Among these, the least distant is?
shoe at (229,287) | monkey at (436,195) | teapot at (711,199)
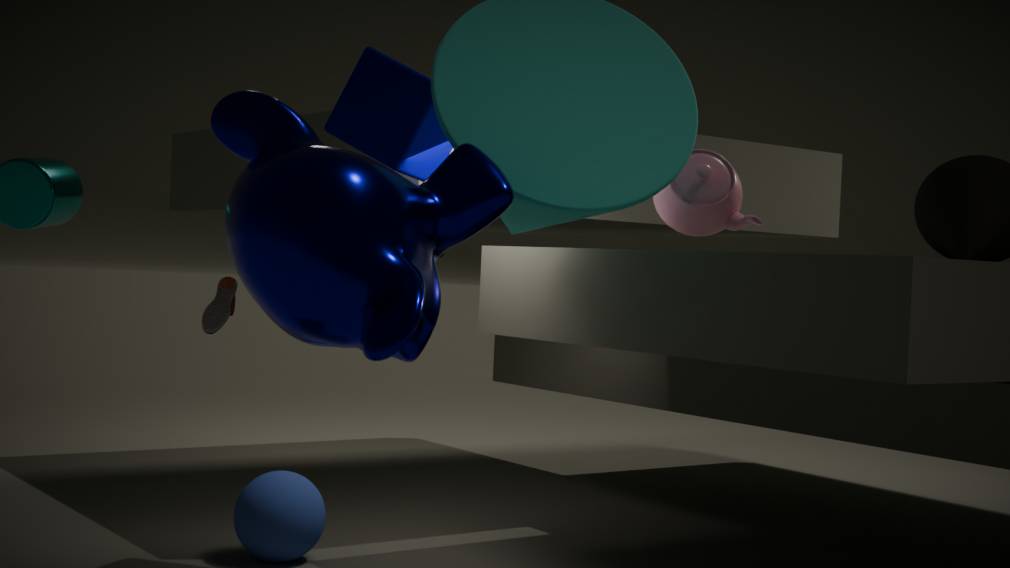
monkey at (436,195)
